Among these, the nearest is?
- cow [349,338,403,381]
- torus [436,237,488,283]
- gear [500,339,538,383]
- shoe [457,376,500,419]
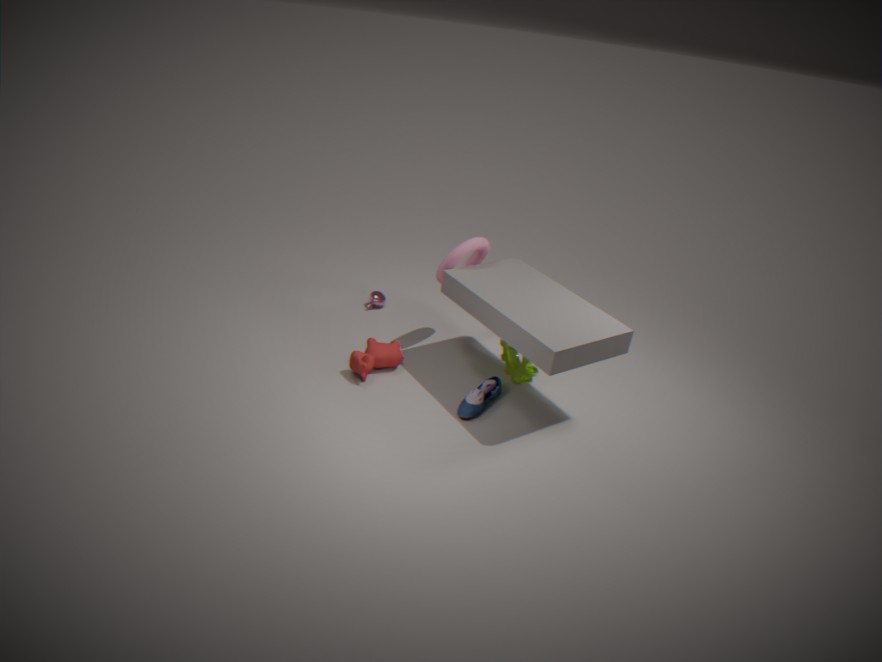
shoe [457,376,500,419]
